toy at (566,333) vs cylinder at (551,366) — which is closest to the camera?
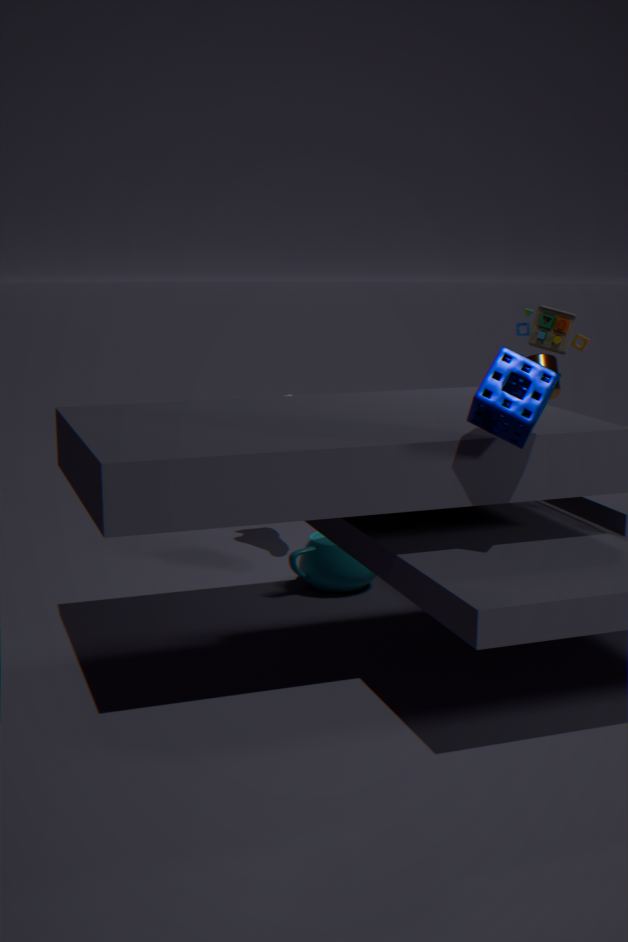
toy at (566,333)
